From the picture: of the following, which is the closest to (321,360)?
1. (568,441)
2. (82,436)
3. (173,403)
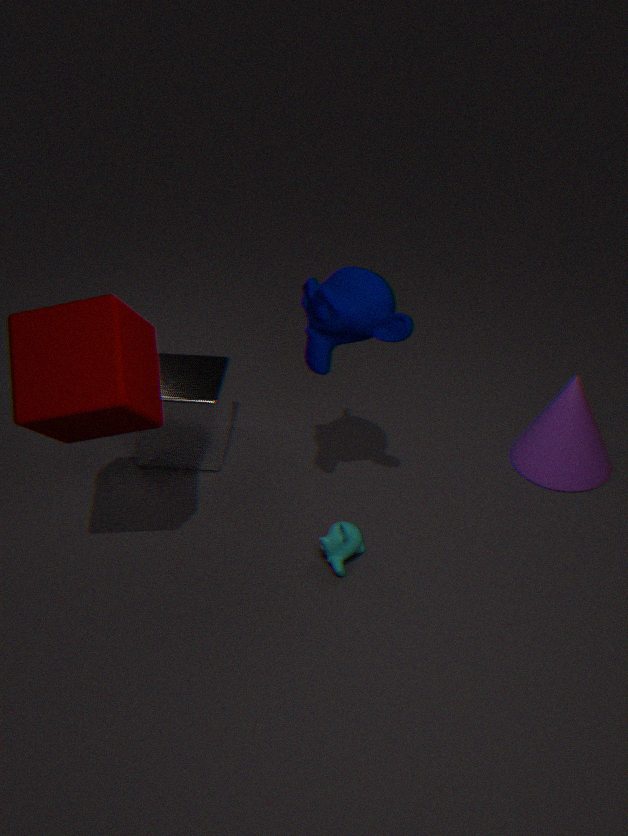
(82,436)
